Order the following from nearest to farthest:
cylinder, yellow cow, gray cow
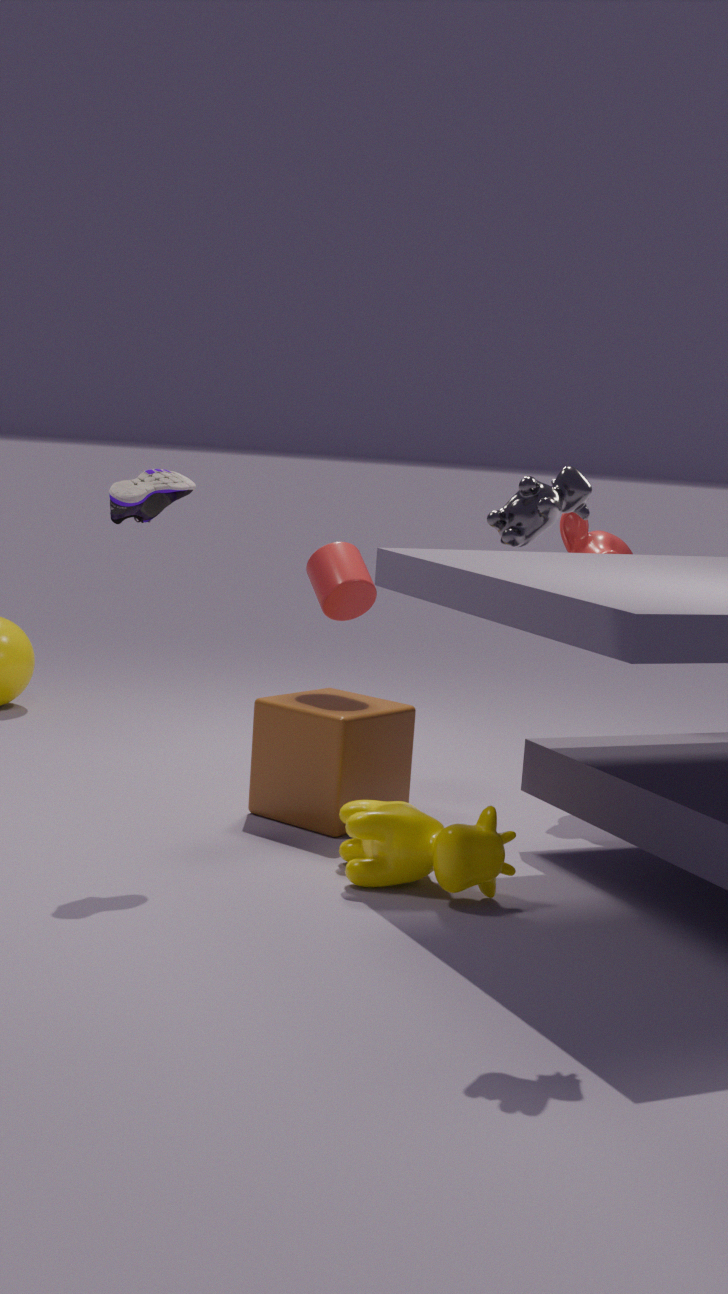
1. gray cow
2. yellow cow
3. cylinder
